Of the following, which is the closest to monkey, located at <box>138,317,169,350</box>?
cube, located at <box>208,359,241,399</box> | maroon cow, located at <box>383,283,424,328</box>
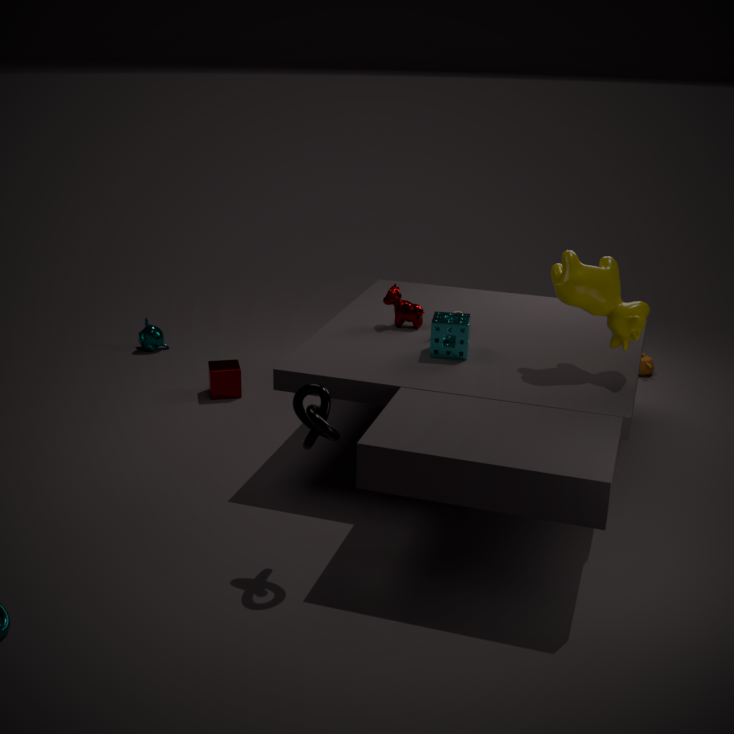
cube, located at <box>208,359,241,399</box>
